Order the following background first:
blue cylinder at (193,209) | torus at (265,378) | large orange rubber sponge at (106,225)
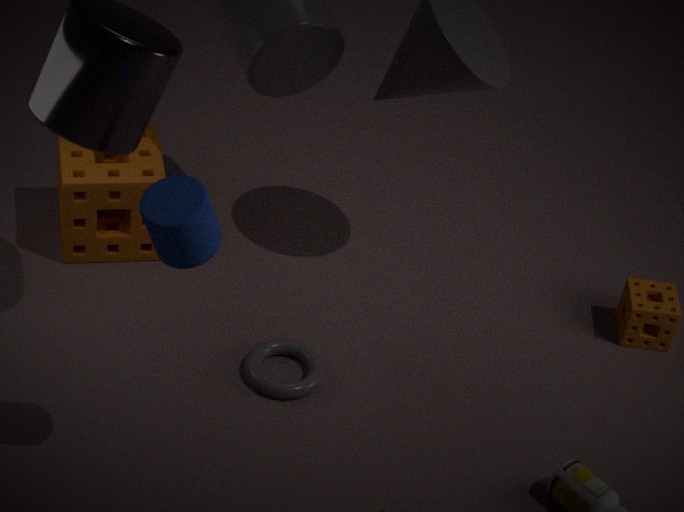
large orange rubber sponge at (106,225) < torus at (265,378) < blue cylinder at (193,209)
